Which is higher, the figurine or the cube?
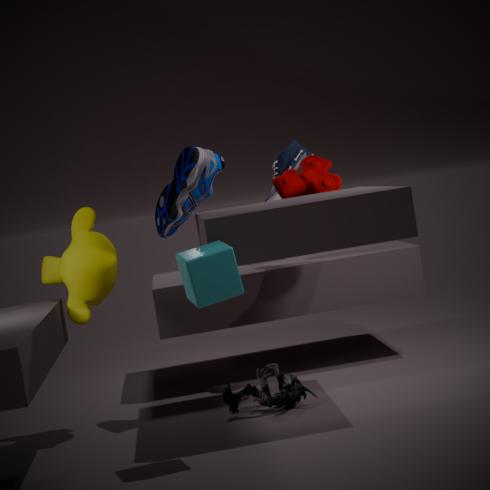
the cube
